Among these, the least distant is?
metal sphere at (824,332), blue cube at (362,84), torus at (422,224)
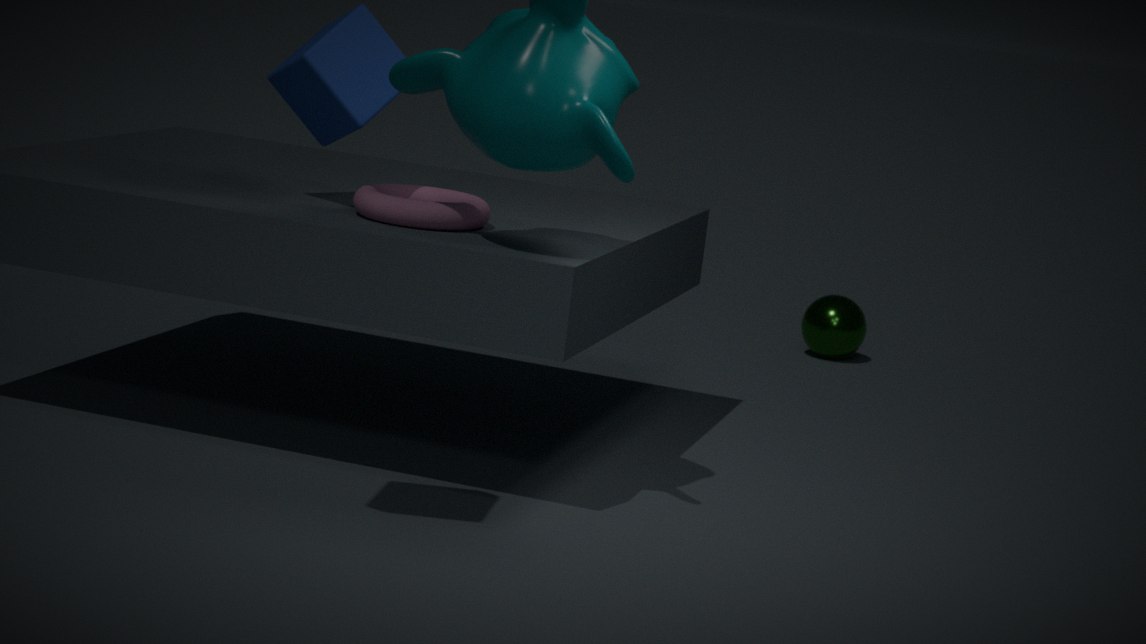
torus at (422,224)
